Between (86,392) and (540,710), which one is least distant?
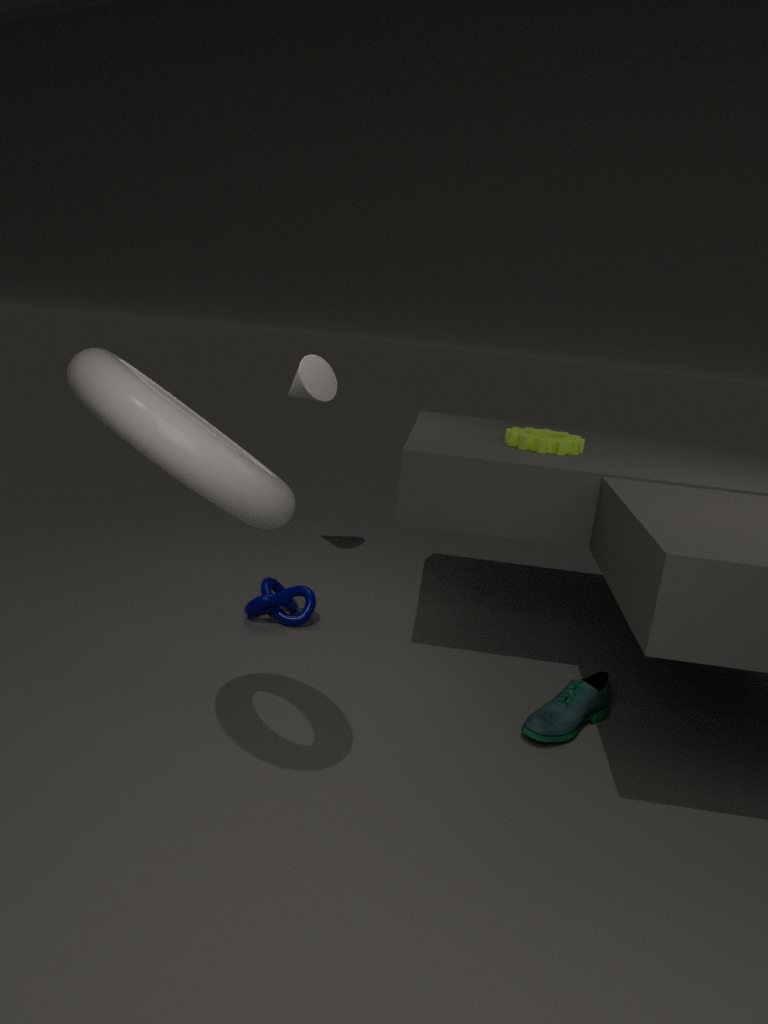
(86,392)
